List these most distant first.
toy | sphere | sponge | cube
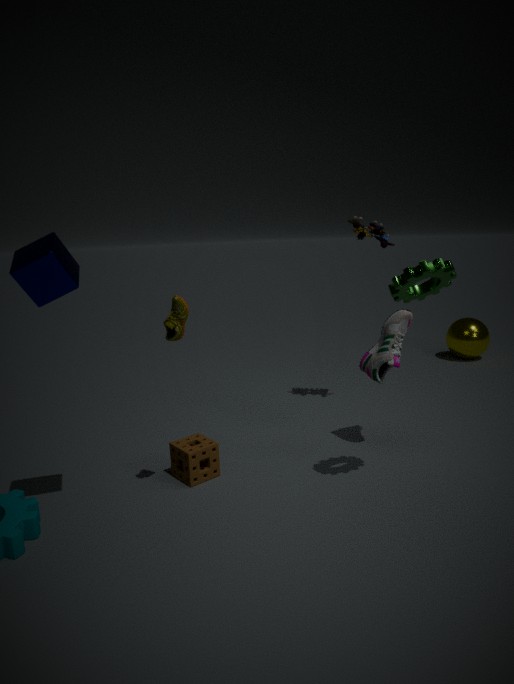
sphere < toy < sponge < cube
